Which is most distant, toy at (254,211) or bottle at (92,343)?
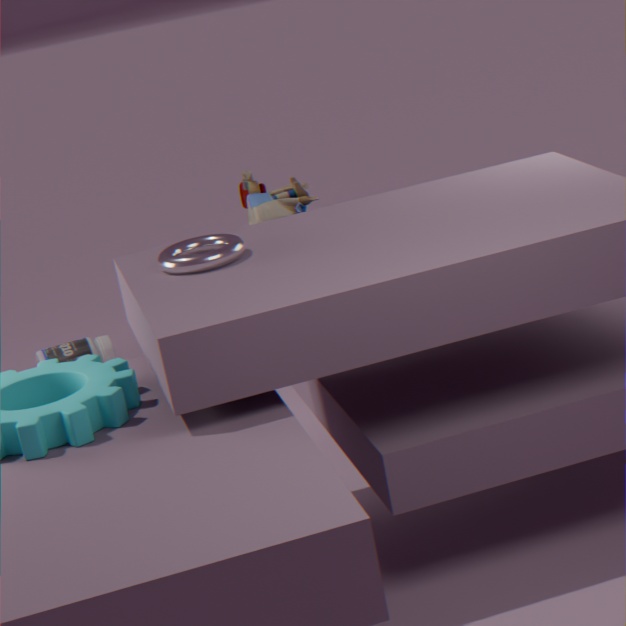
bottle at (92,343)
